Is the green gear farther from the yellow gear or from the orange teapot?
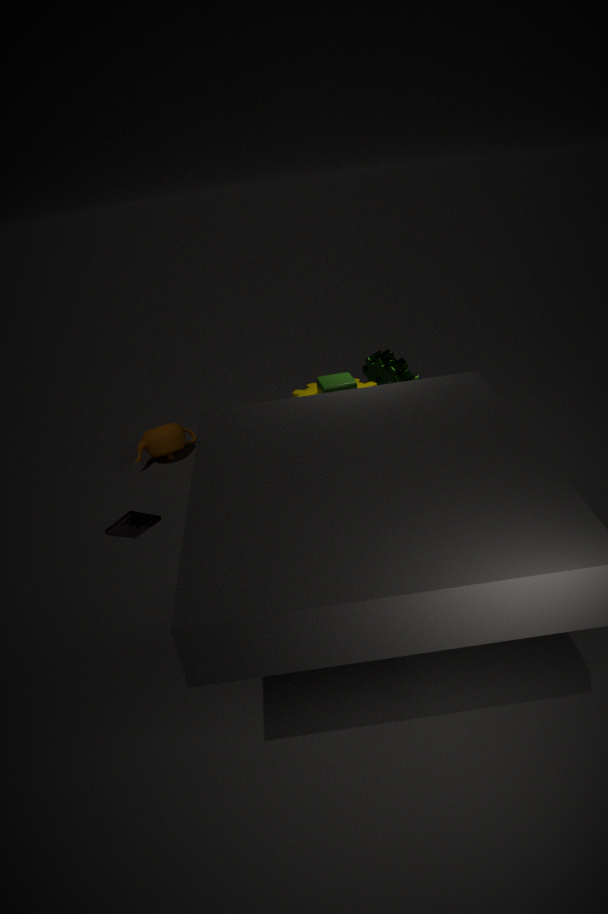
the orange teapot
